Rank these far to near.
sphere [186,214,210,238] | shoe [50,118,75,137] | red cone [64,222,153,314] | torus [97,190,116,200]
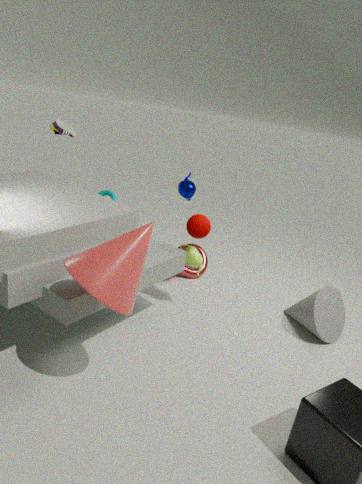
torus [97,190,116,200], shoe [50,118,75,137], sphere [186,214,210,238], red cone [64,222,153,314]
